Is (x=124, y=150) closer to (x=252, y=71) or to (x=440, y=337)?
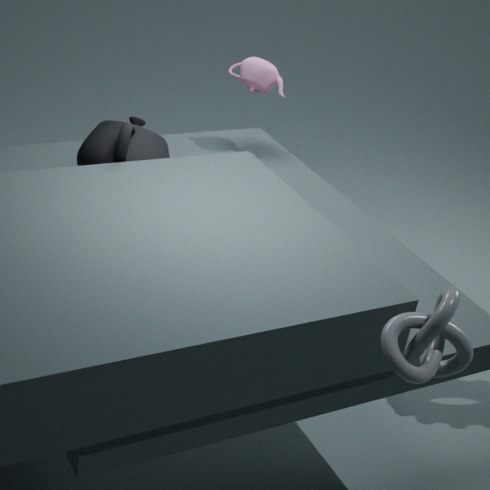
(x=252, y=71)
